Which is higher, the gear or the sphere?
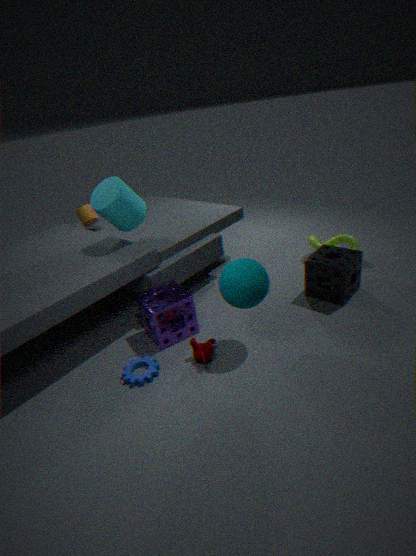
the sphere
